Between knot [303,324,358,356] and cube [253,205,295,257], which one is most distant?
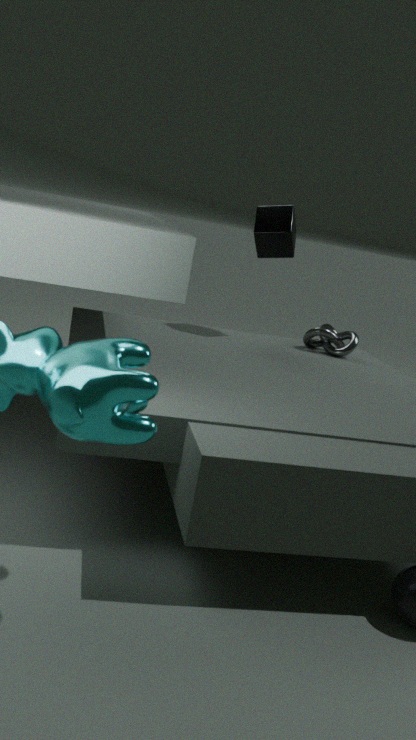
knot [303,324,358,356]
